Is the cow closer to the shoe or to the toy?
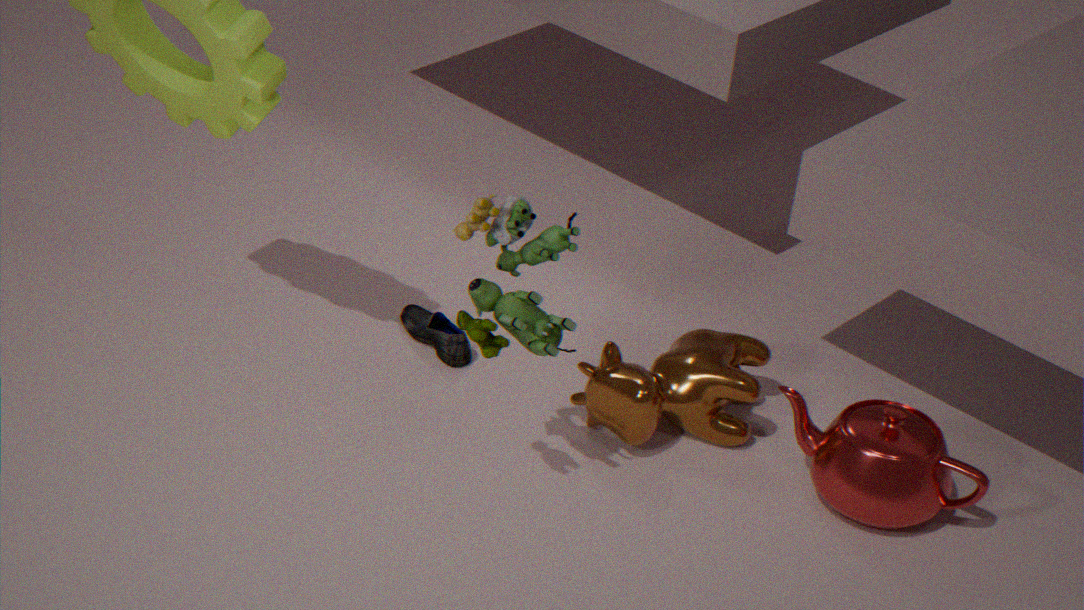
the toy
